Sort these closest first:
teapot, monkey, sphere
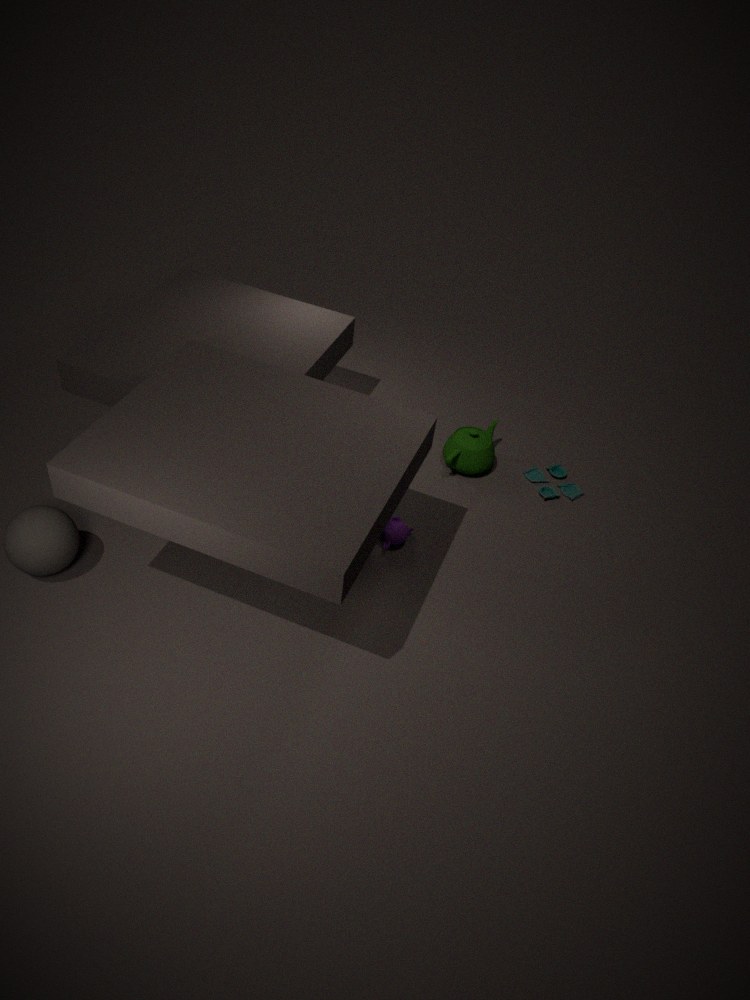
sphere → monkey → teapot
